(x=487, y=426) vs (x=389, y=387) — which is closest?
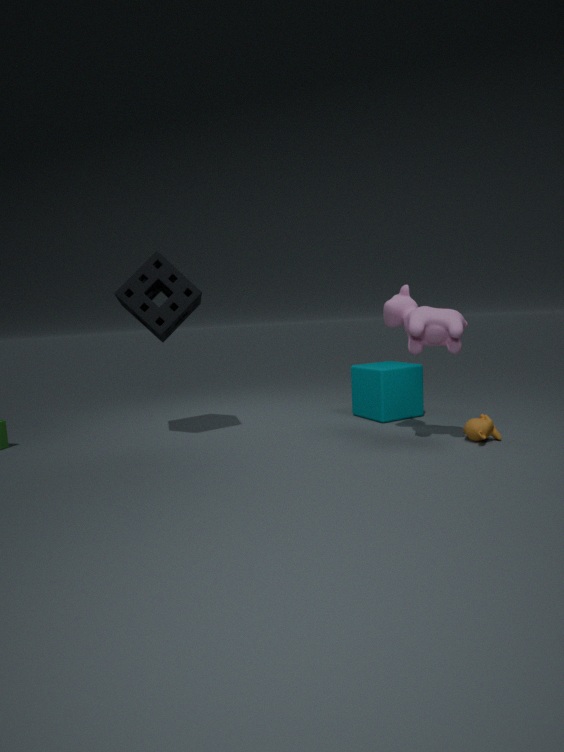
(x=487, y=426)
